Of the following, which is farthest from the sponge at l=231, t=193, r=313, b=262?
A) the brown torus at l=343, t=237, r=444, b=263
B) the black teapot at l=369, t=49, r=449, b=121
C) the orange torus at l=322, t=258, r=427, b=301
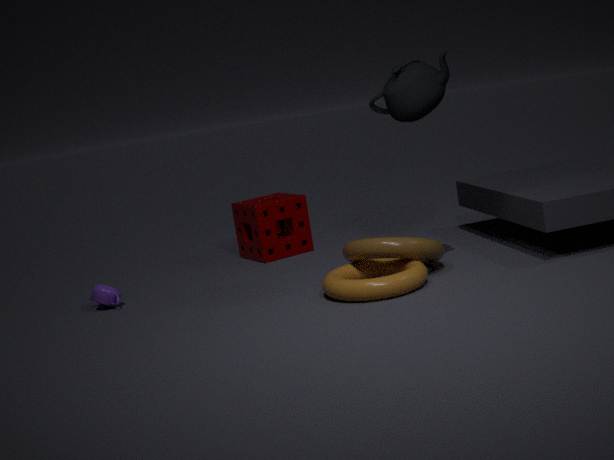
the black teapot at l=369, t=49, r=449, b=121
